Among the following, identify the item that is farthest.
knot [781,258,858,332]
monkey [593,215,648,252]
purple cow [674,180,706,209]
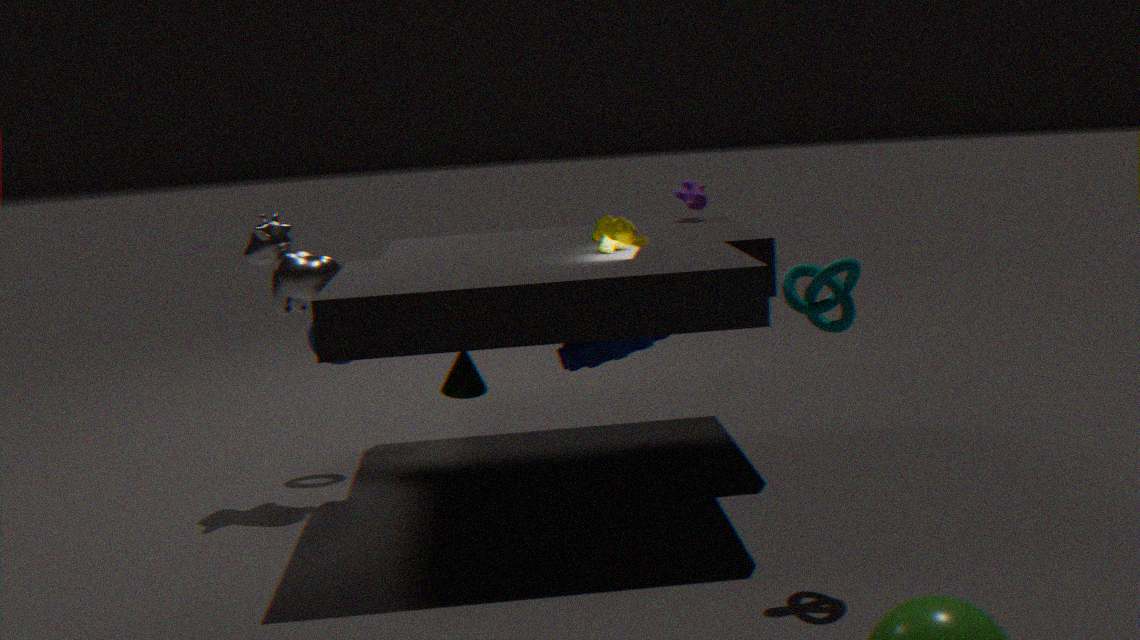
purple cow [674,180,706,209]
